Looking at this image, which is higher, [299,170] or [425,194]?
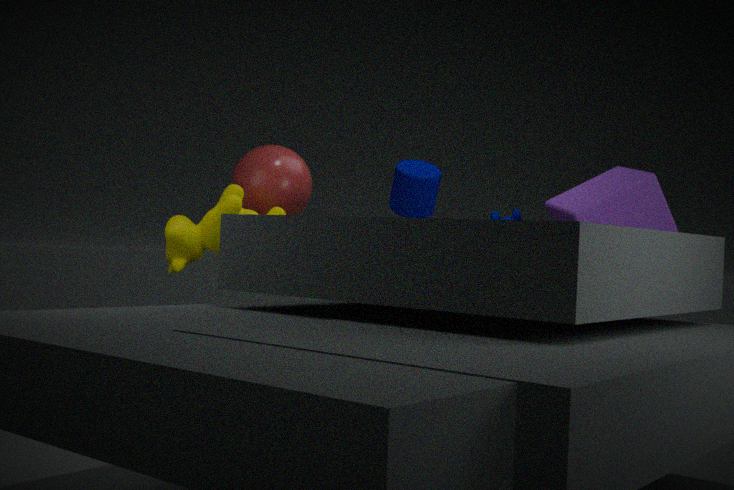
[299,170]
